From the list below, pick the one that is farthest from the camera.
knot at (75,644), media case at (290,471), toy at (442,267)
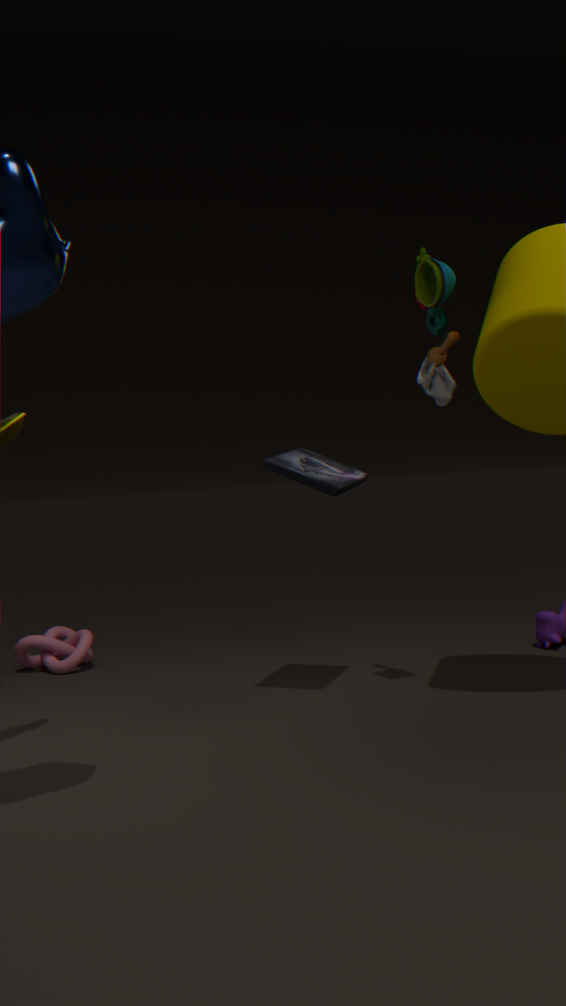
knot at (75,644)
